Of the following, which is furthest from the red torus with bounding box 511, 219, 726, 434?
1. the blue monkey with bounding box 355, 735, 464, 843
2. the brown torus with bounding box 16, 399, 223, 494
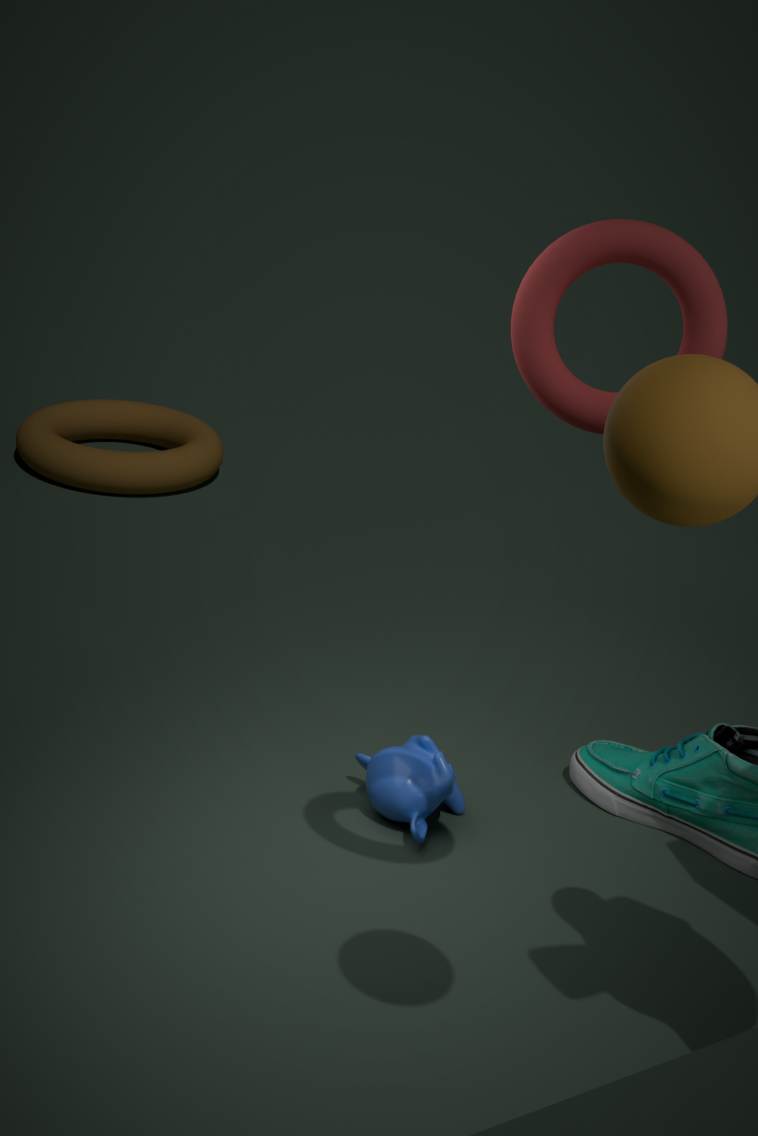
the brown torus with bounding box 16, 399, 223, 494
